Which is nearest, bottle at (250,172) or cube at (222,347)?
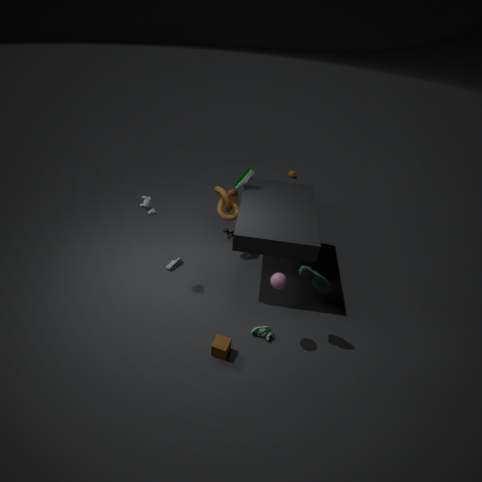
cube at (222,347)
